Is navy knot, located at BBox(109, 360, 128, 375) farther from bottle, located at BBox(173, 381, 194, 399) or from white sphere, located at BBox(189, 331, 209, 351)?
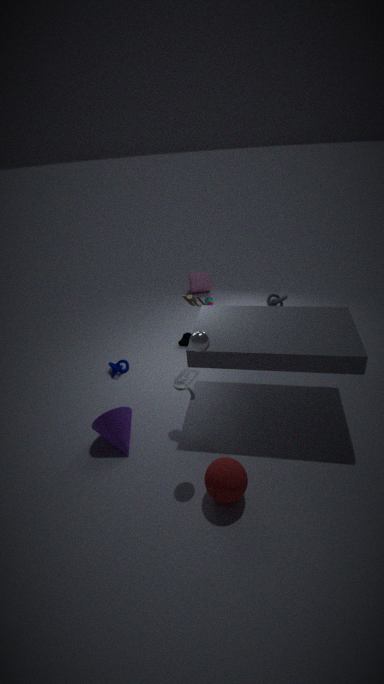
white sphere, located at BBox(189, 331, 209, 351)
